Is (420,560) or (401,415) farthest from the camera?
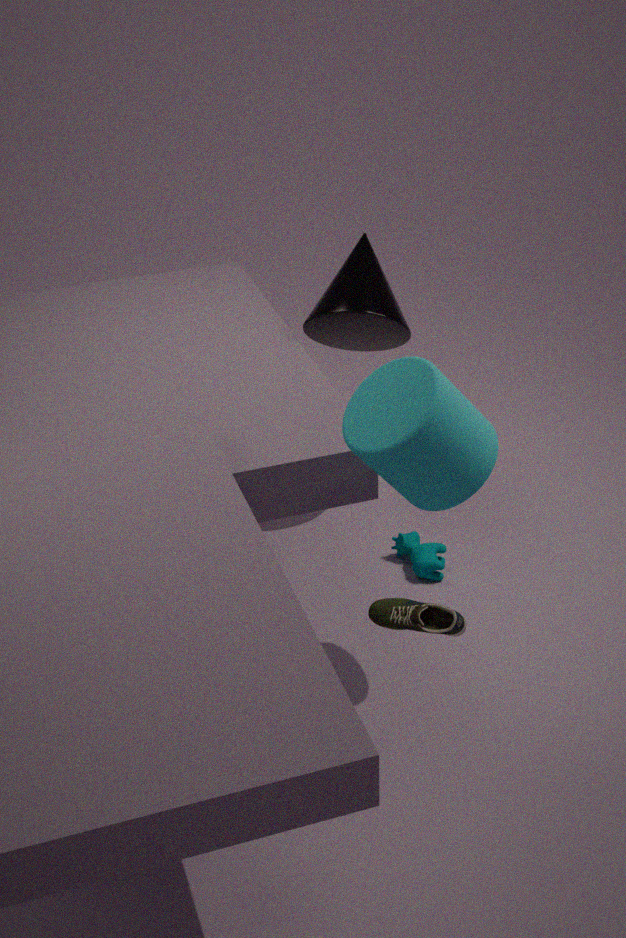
(420,560)
